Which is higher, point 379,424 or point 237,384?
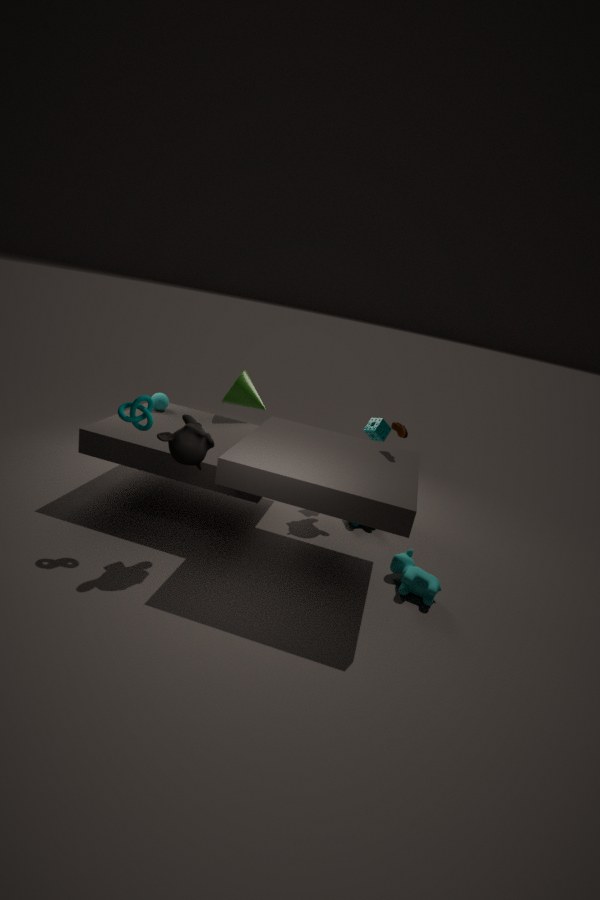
point 237,384
